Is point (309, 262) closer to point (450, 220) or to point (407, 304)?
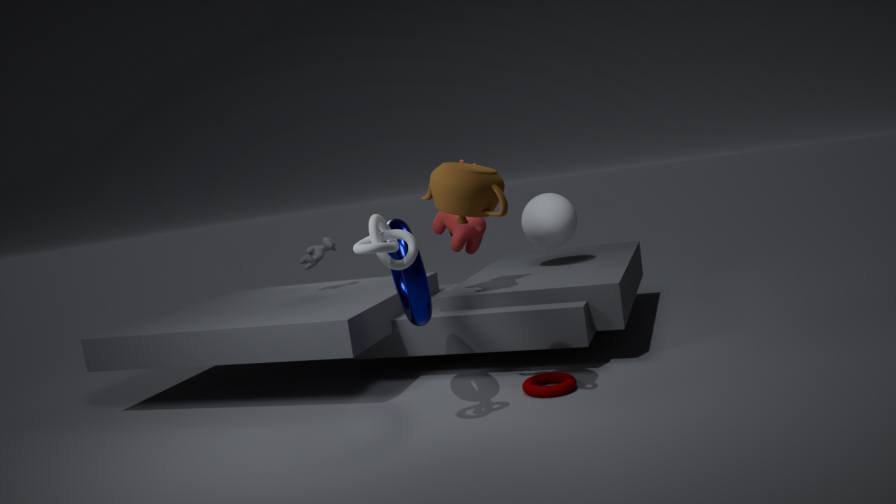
point (450, 220)
